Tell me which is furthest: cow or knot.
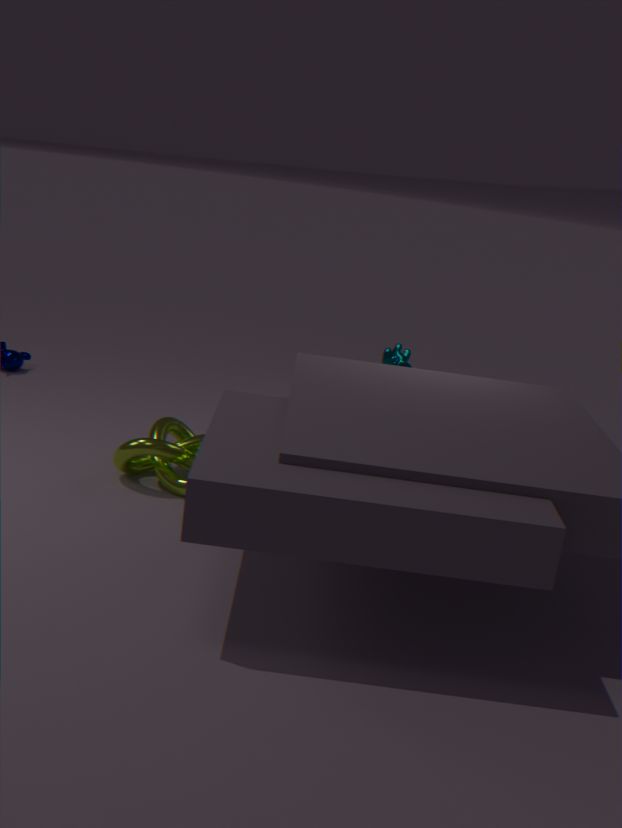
cow
